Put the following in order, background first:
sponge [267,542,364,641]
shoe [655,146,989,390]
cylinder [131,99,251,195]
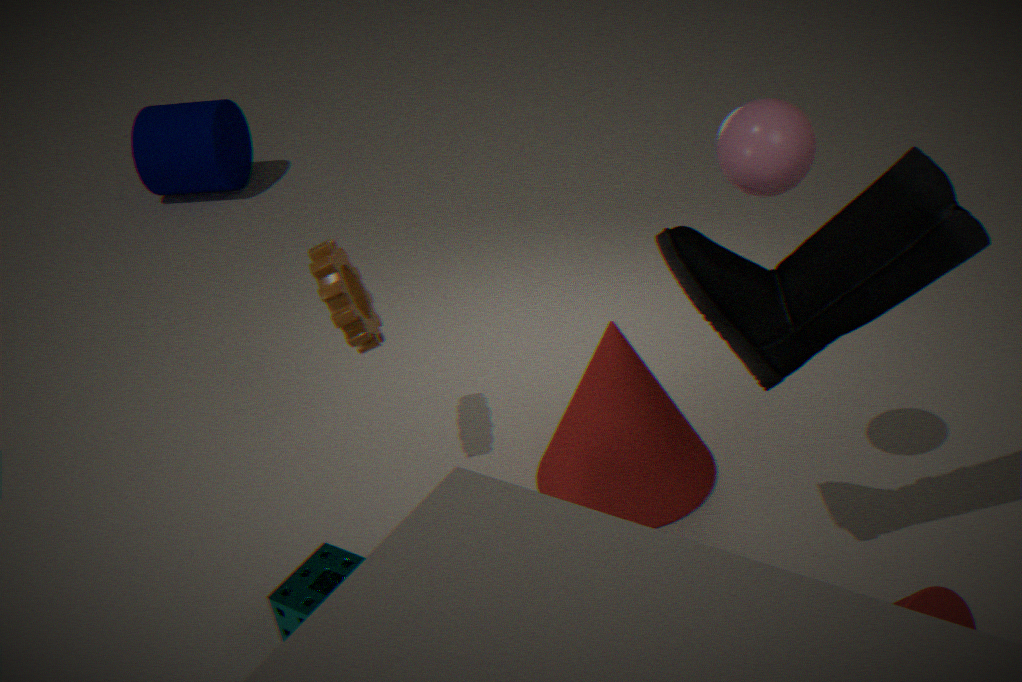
1. cylinder [131,99,251,195]
2. sponge [267,542,364,641]
3. shoe [655,146,989,390]
